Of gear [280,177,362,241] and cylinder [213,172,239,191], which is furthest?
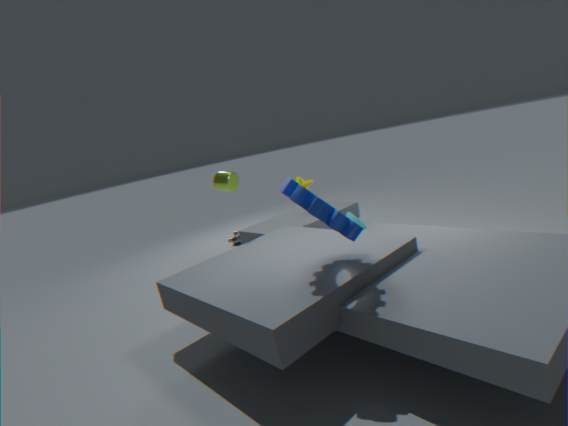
cylinder [213,172,239,191]
